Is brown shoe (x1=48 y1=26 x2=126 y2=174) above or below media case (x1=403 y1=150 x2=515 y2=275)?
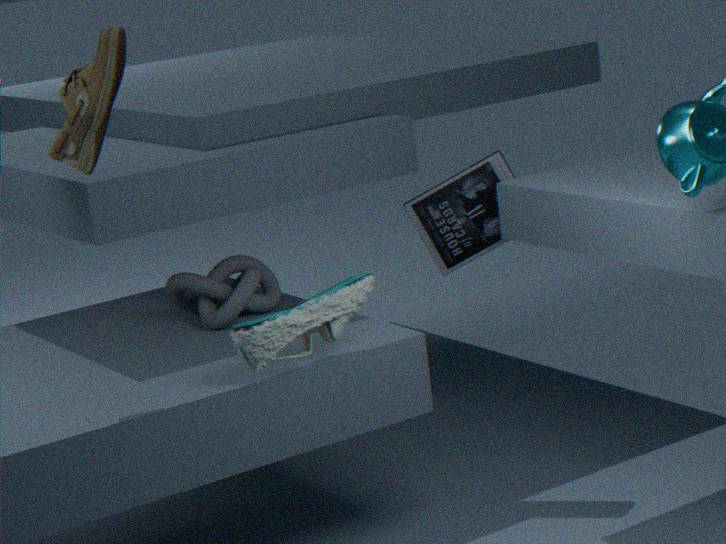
above
